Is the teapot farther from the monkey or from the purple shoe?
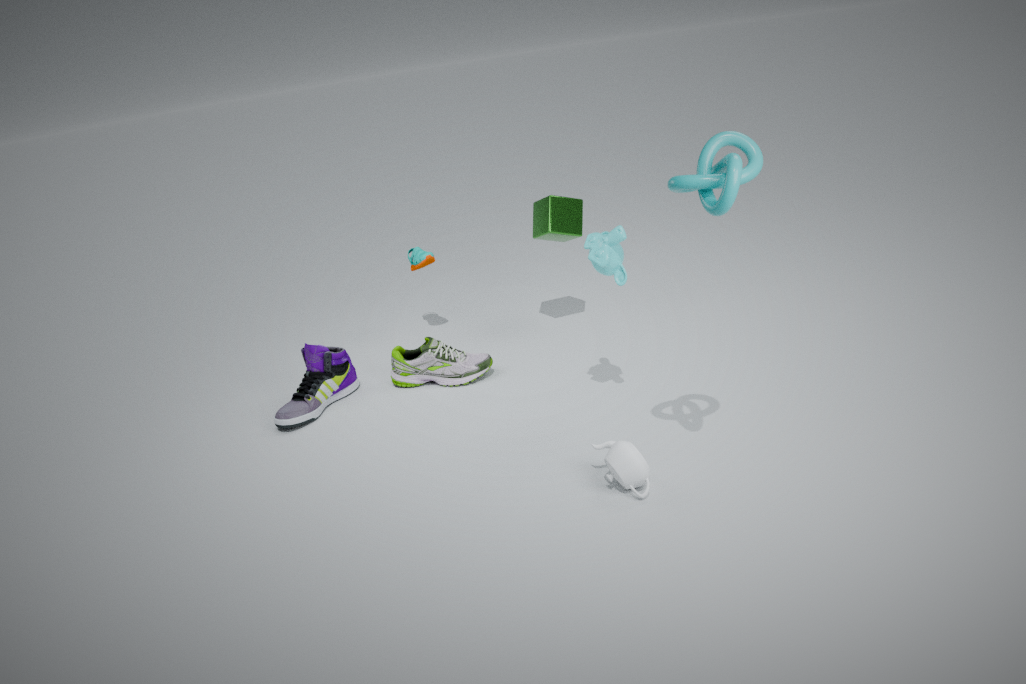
the purple shoe
